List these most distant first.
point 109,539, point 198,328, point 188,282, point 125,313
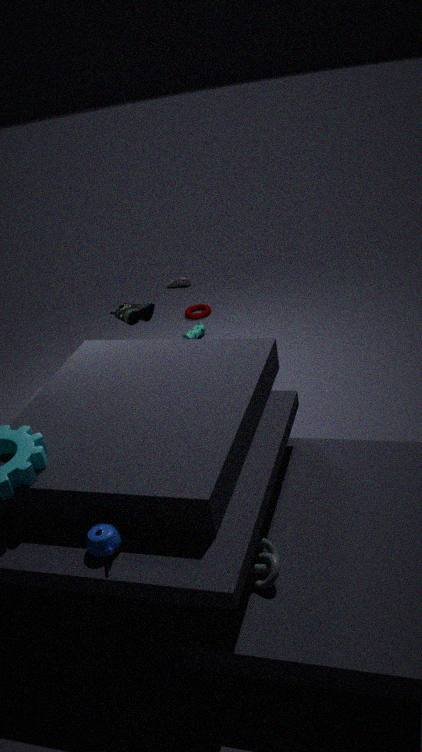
point 188,282
point 198,328
point 125,313
point 109,539
